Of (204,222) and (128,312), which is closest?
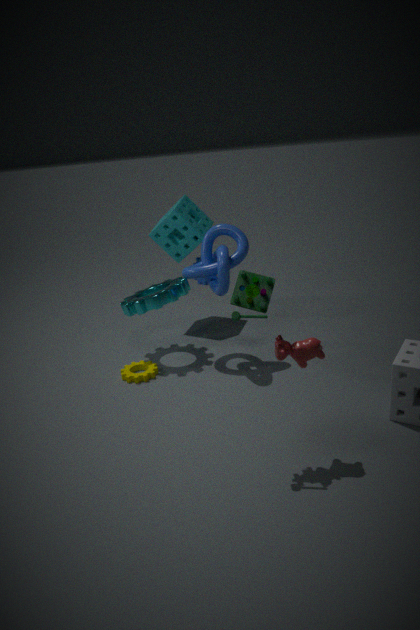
(128,312)
